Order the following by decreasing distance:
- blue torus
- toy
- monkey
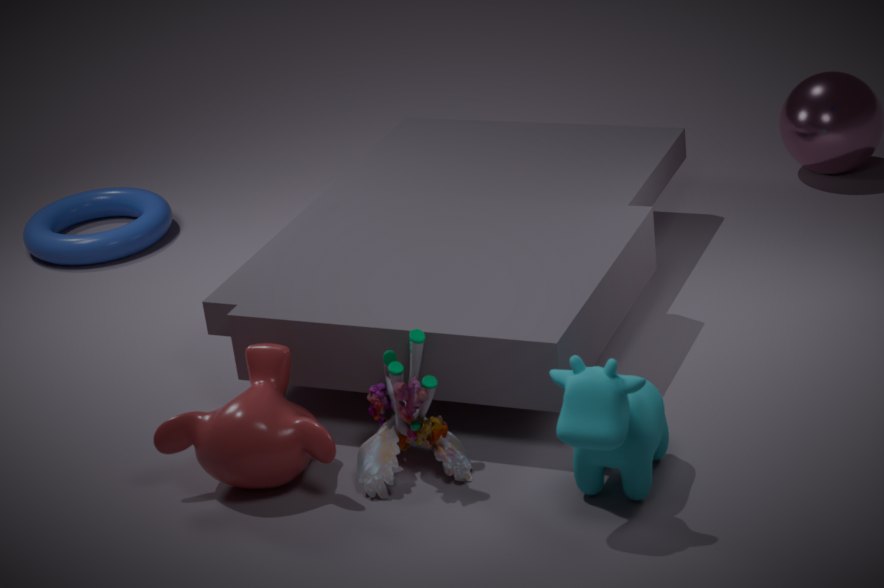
1. blue torus
2. monkey
3. toy
